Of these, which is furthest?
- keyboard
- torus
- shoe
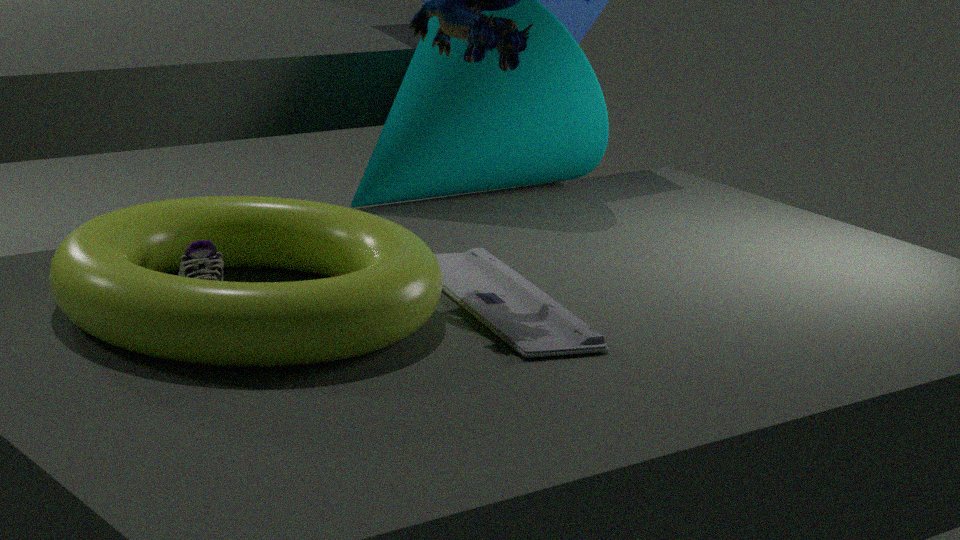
shoe
